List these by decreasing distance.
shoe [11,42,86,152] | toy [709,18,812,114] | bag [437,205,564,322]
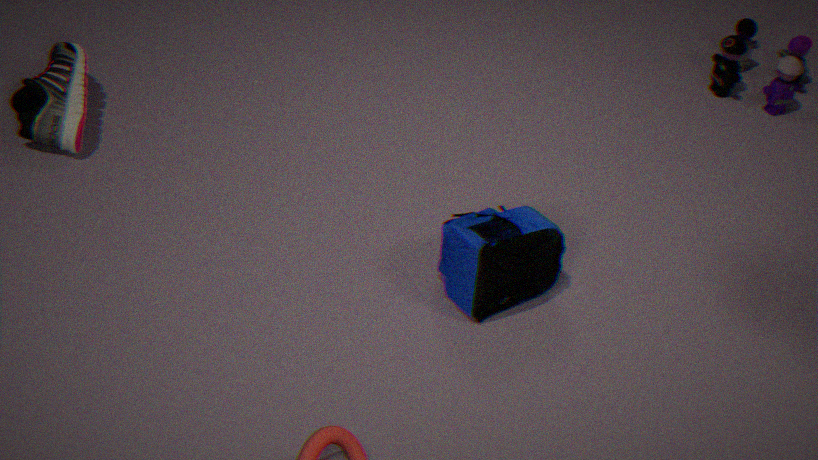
toy [709,18,812,114] → shoe [11,42,86,152] → bag [437,205,564,322]
